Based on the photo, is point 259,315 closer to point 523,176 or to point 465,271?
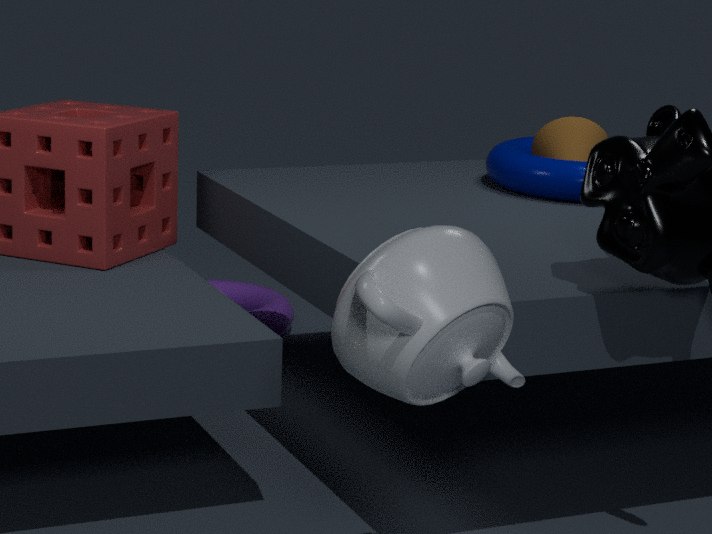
point 523,176
